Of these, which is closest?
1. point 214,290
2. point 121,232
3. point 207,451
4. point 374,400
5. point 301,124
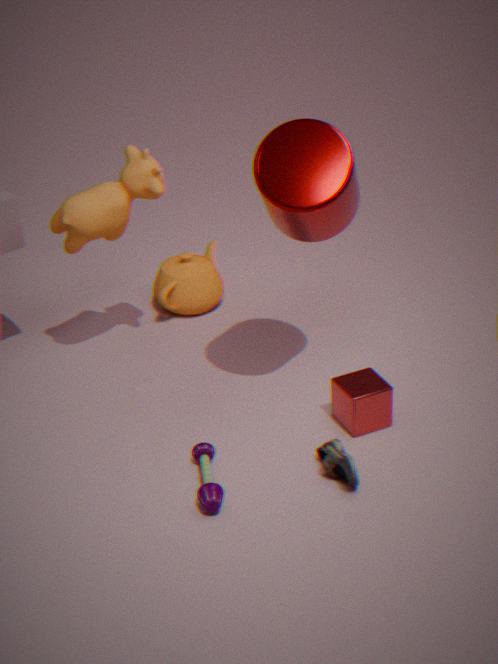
point 301,124
